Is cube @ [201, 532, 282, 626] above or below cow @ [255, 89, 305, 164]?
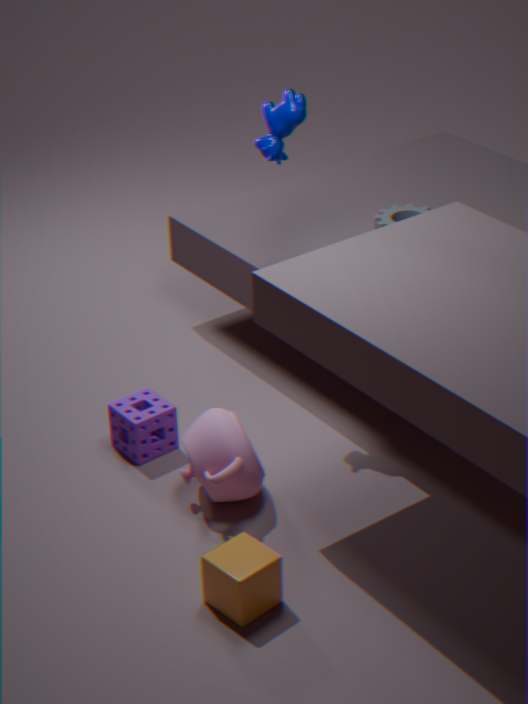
below
